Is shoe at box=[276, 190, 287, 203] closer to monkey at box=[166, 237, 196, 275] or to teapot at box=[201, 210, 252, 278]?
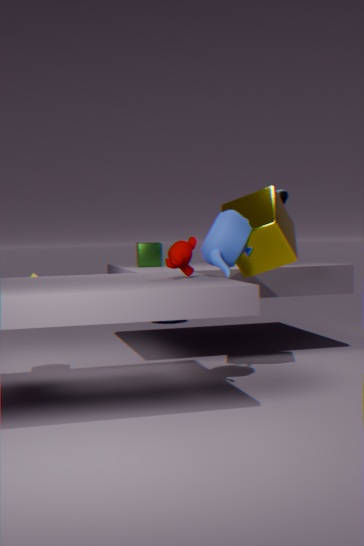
teapot at box=[201, 210, 252, 278]
